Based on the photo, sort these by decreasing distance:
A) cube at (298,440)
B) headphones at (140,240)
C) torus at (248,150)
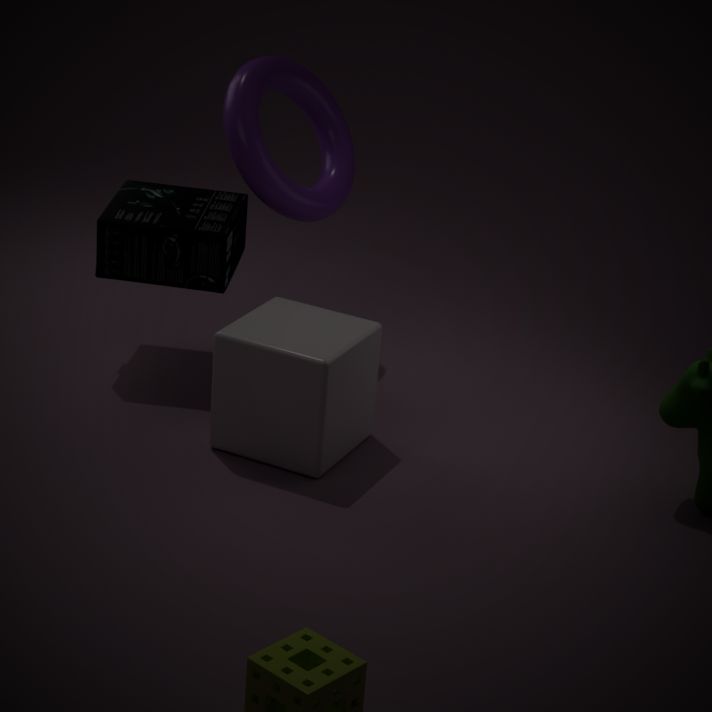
headphones at (140,240)
torus at (248,150)
cube at (298,440)
